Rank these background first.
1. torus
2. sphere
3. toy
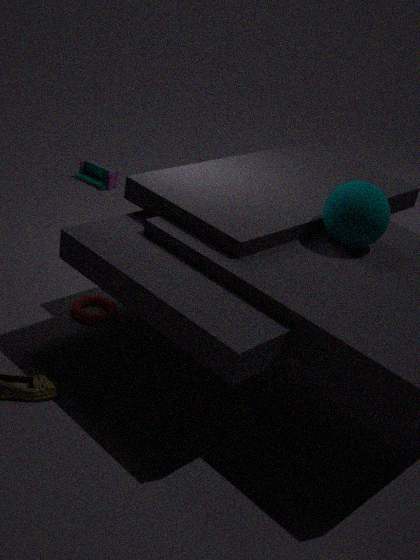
toy
torus
sphere
